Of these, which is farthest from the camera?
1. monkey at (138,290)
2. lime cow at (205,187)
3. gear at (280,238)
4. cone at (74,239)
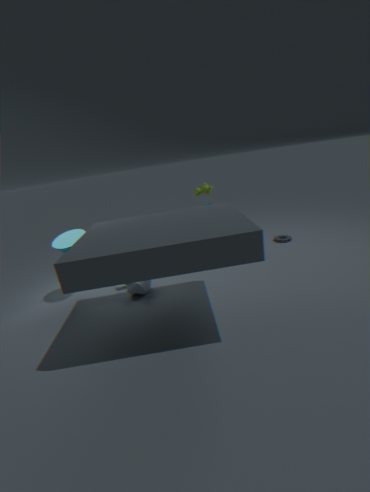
gear at (280,238)
